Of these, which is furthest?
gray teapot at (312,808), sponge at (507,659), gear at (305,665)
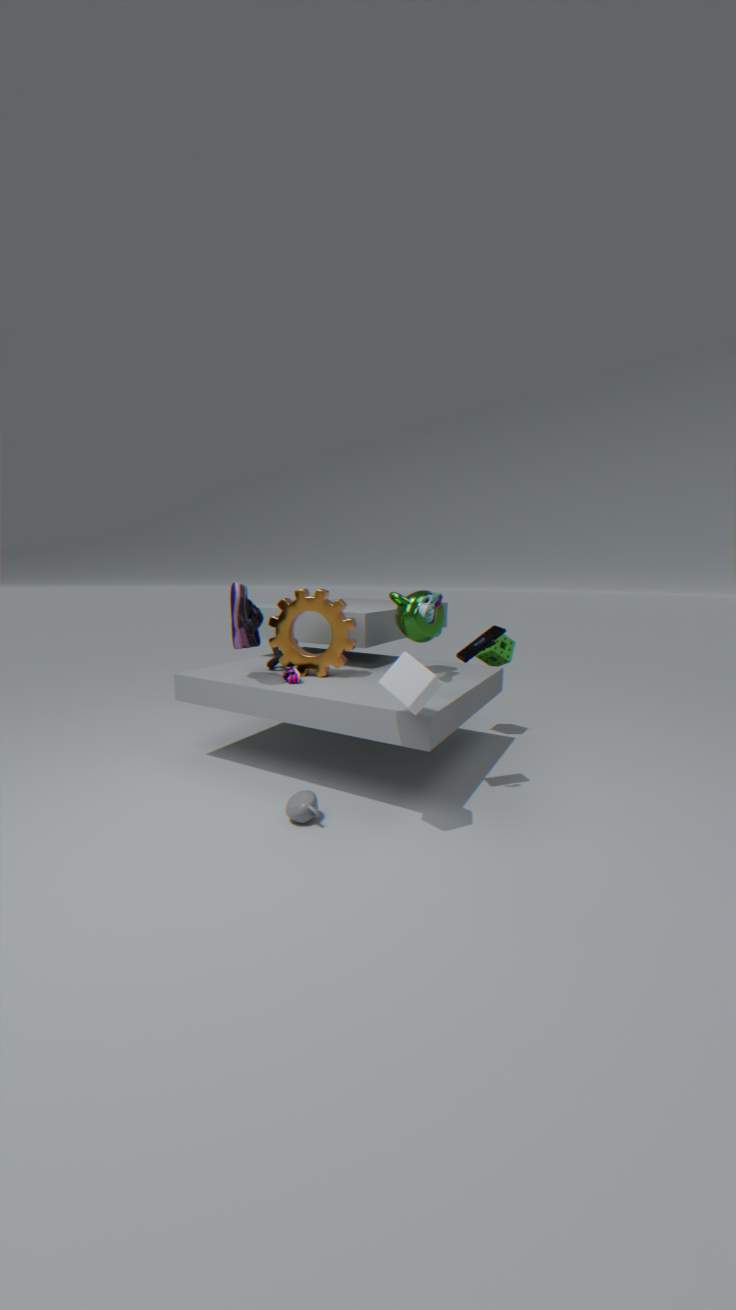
sponge at (507,659)
